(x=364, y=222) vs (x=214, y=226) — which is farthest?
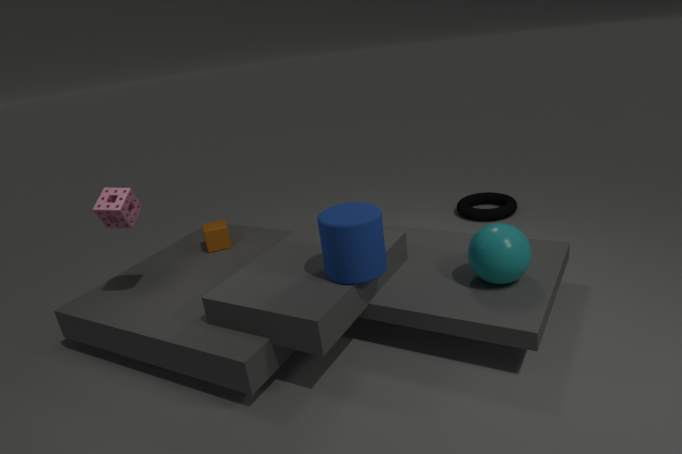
(x=214, y=226)
